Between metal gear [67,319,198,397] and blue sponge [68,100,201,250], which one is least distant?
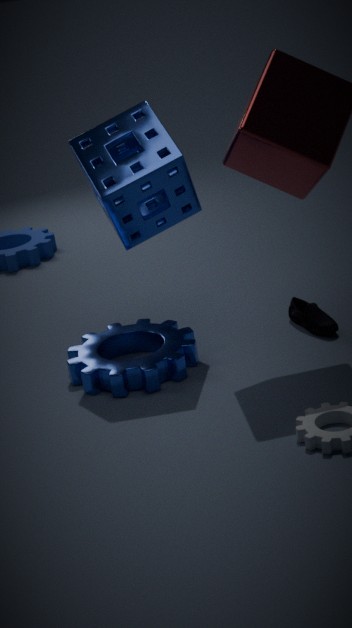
blue sponge [68,100,201,250]
